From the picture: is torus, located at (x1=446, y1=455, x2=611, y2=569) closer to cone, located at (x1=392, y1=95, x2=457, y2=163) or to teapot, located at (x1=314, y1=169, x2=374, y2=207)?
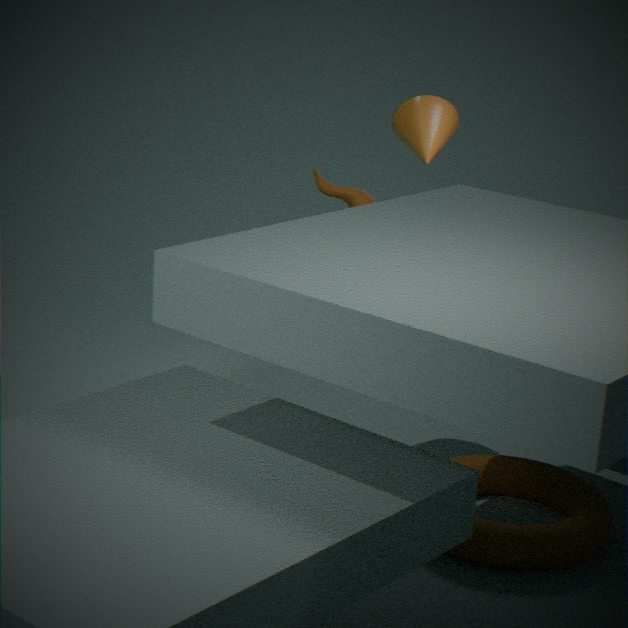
teapot, located at (x1=314, y1=169, x2=374, y2=207)
